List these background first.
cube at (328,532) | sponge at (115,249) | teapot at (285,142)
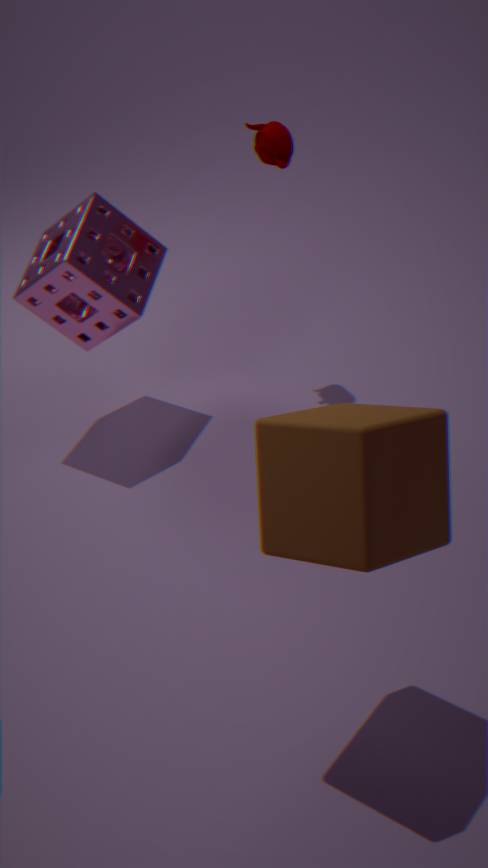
1. teapot at (285,142)
2. sponge at (115,249)
3. cube at (328,532)
